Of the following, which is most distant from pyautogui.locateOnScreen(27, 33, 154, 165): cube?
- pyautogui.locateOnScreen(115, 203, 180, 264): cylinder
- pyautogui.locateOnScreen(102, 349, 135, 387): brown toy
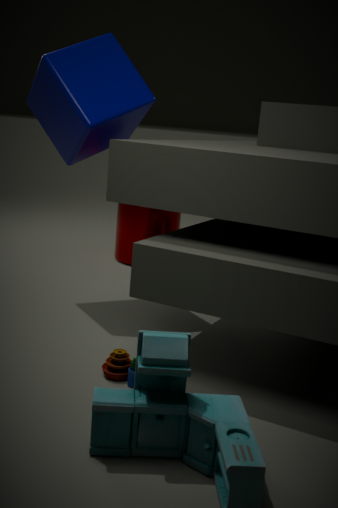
pyautogui.locateOnScreen(102, 349, 135, 387): brown toy
